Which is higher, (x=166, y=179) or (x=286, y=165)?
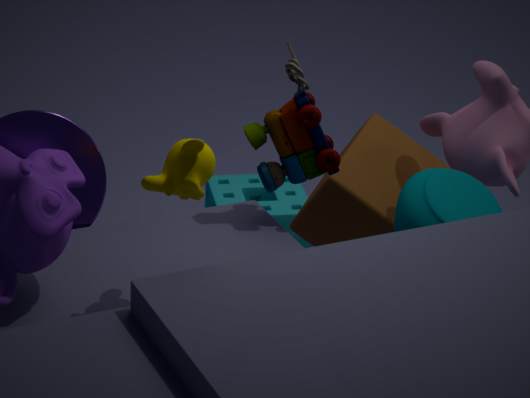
(x=166, y=179)
